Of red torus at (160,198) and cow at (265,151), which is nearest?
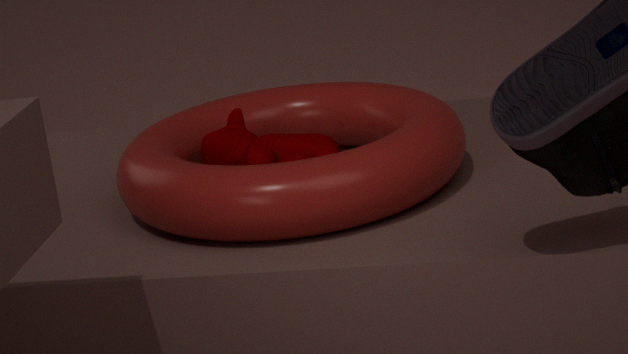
red torus at (160,198)
